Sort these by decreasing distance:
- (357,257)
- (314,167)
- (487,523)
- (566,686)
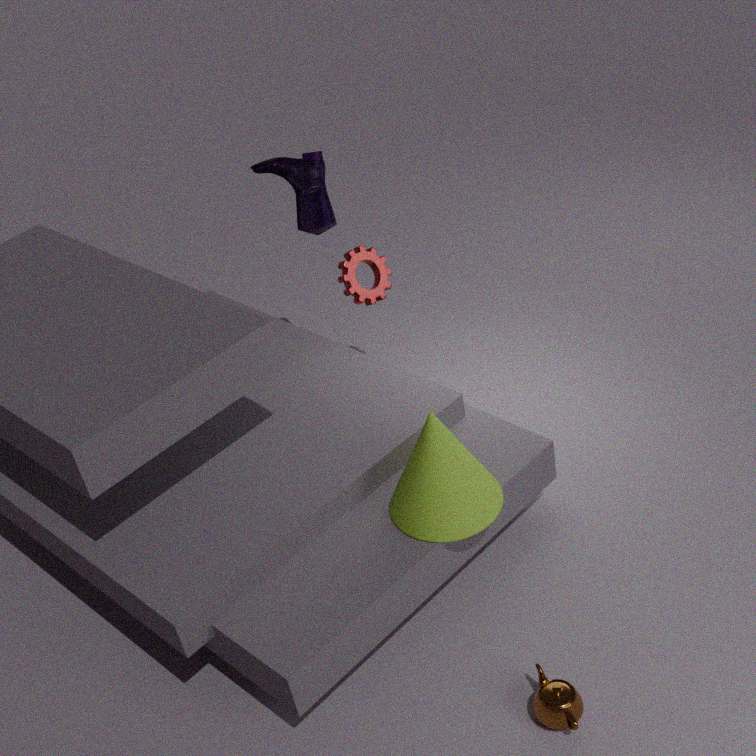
1. (357,257)
2. (314,167)
3. (487,523)
4. (566,686)
